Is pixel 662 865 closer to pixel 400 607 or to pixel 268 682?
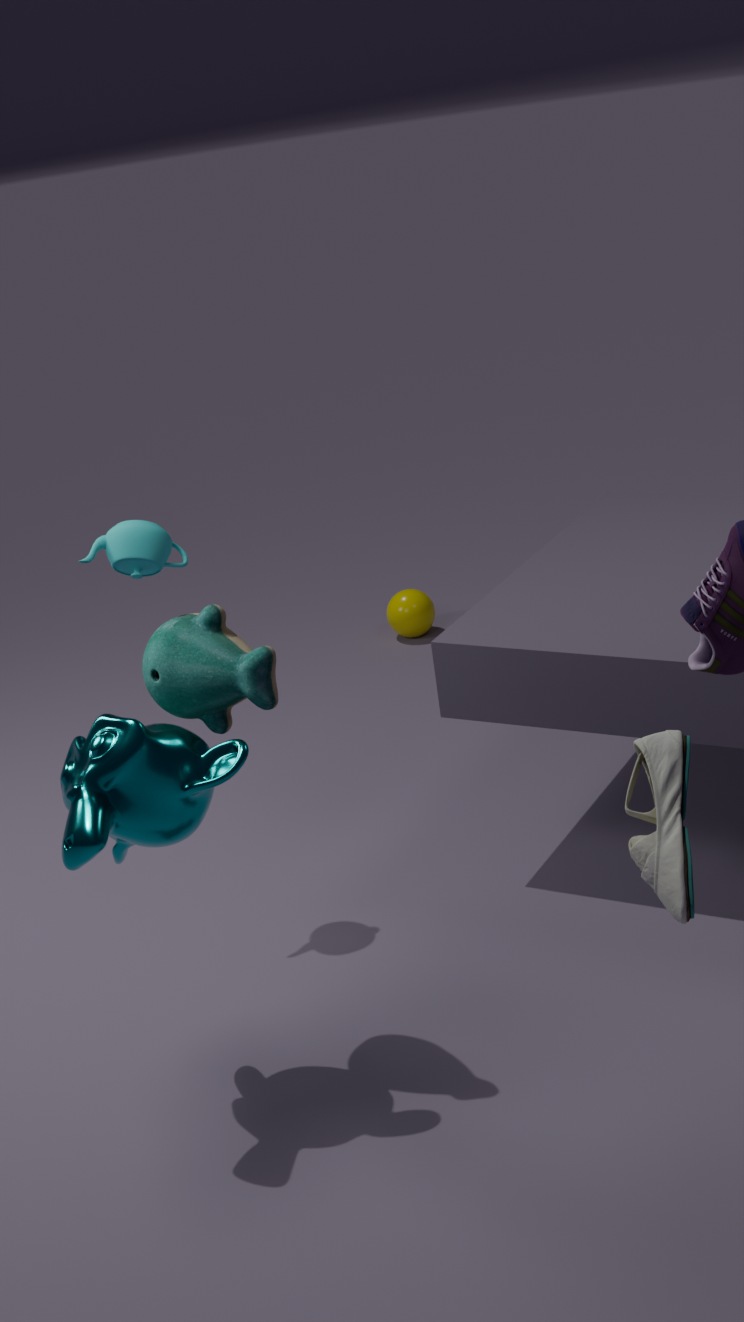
pixel 268 682
